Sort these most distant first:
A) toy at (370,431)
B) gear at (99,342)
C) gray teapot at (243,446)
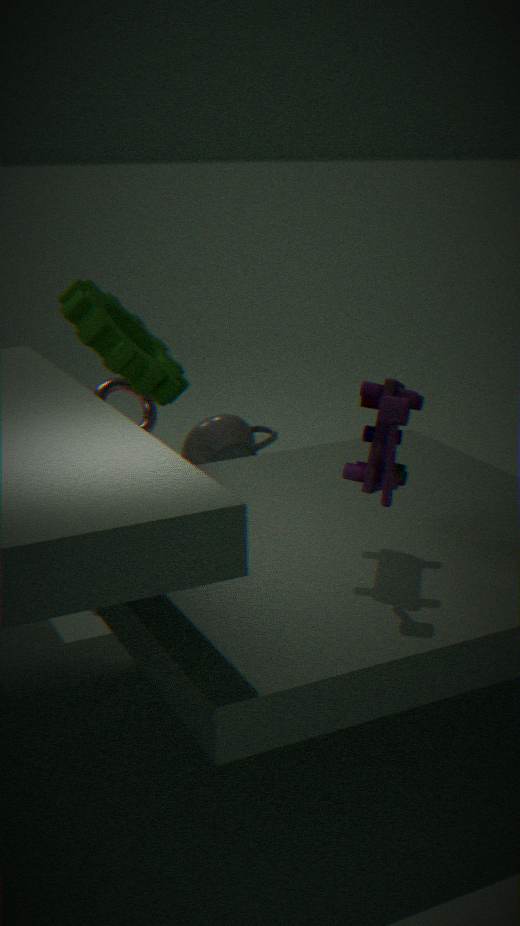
gray teapot at (243,446)
gear at (99,342)
toy at (370,431)
